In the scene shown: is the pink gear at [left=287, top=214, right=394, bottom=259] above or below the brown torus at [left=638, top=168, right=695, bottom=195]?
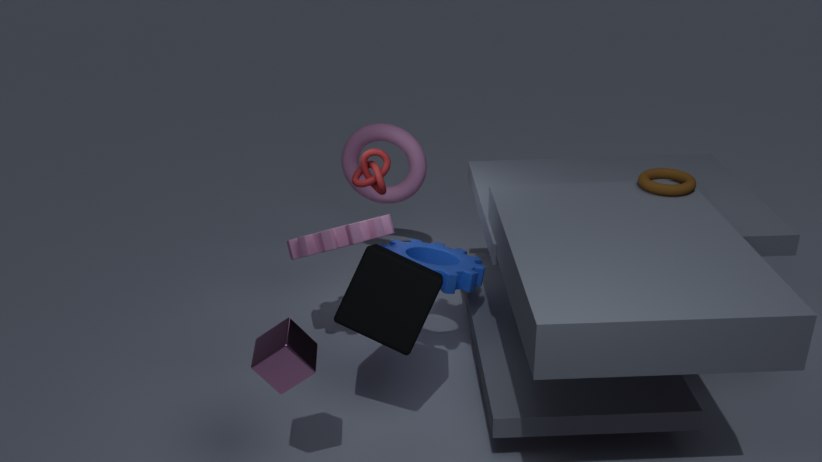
below
